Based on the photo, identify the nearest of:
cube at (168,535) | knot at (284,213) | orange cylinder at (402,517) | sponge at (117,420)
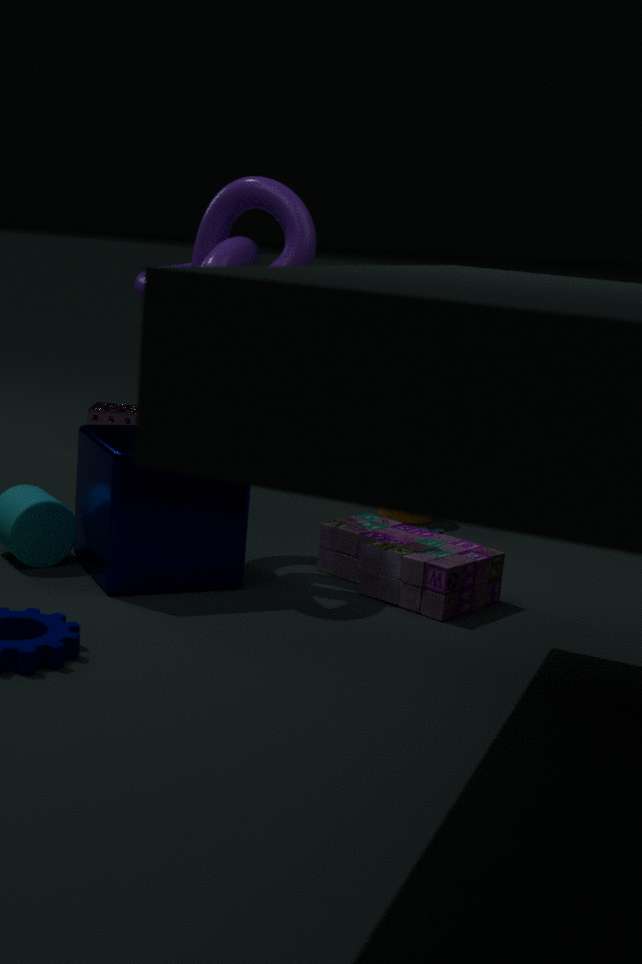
cube at (168,535)
